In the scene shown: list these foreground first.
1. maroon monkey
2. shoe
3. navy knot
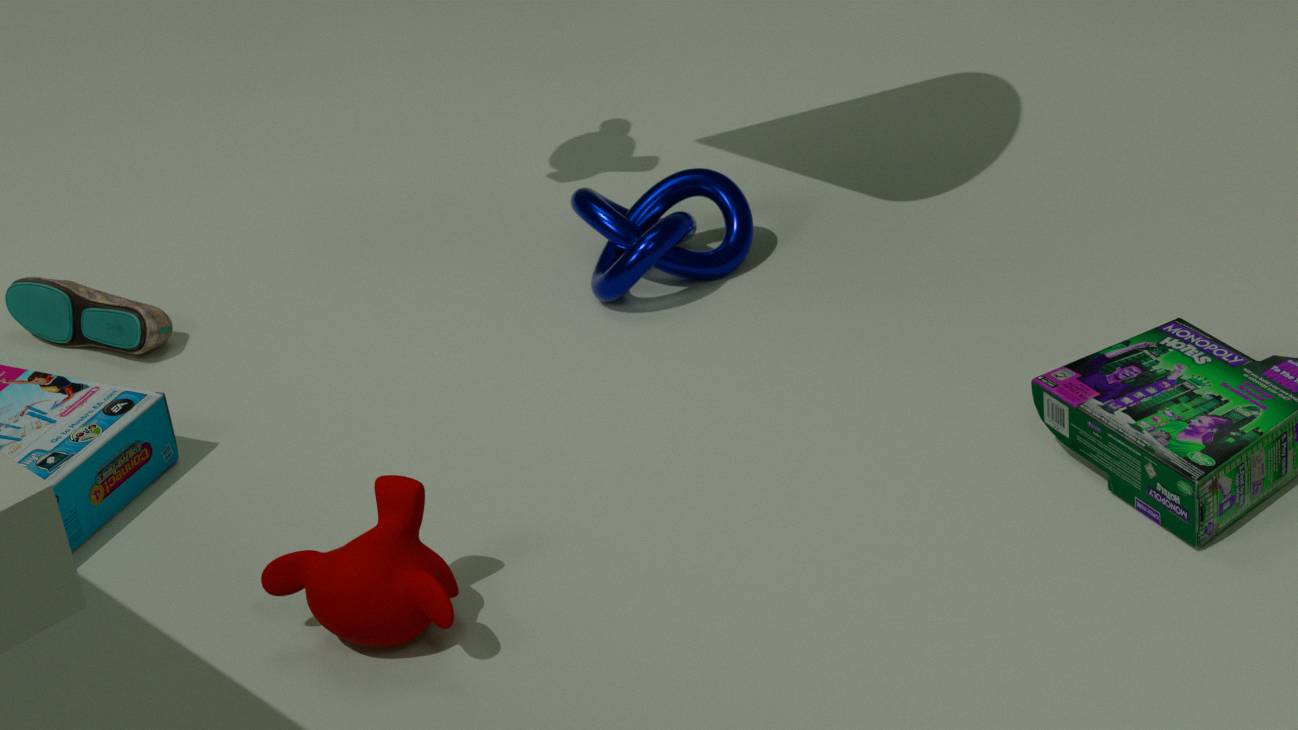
maroon monkey
navy knot
shoe
